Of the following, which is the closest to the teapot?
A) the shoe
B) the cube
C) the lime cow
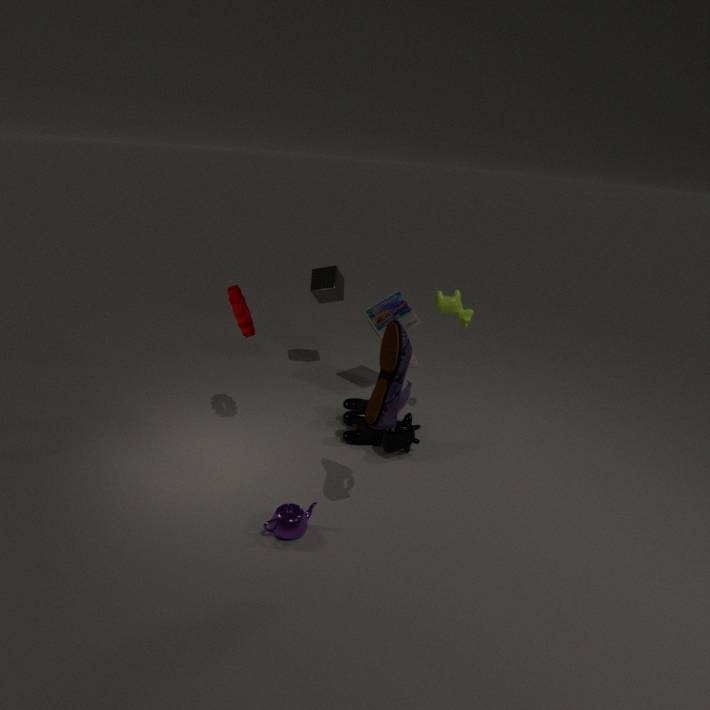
the shoe
